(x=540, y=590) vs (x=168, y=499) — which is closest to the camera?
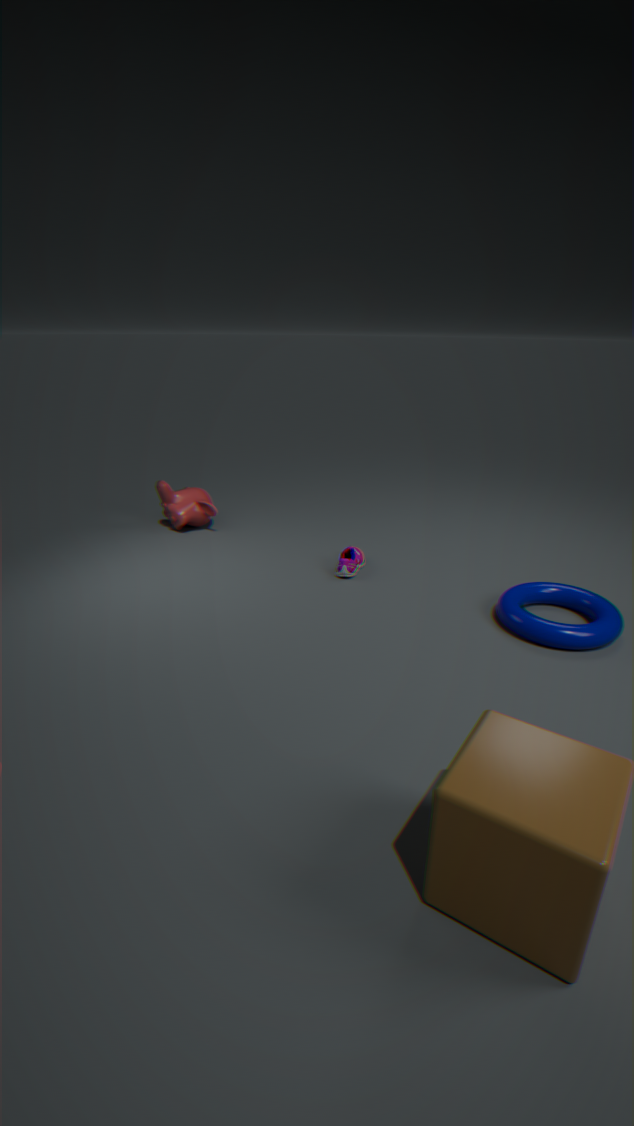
(x=540, y=590)
